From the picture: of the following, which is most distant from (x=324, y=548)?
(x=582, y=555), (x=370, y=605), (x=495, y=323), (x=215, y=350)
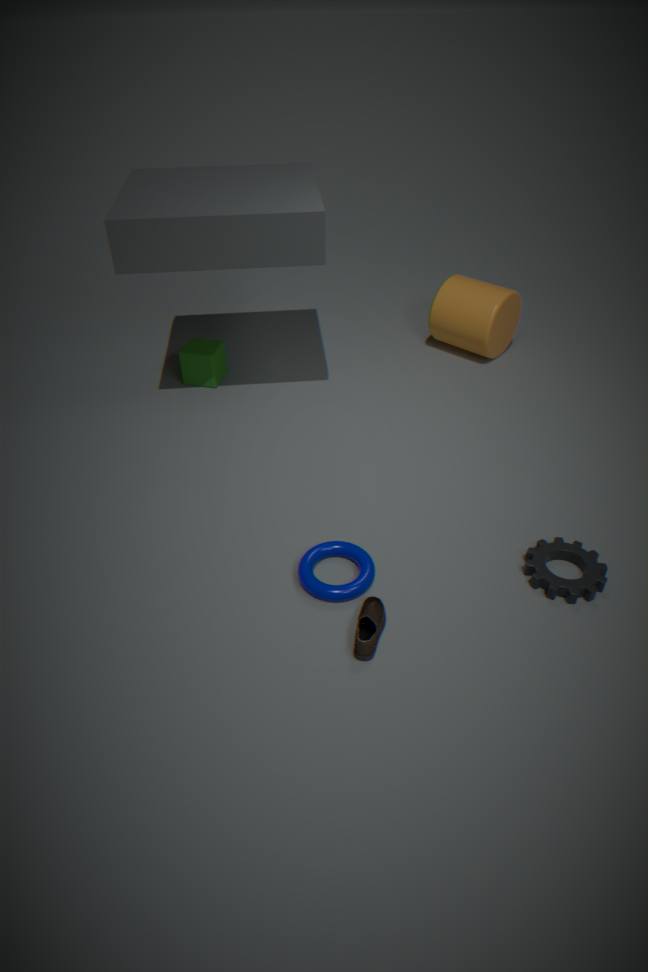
(x=495, y=323)
